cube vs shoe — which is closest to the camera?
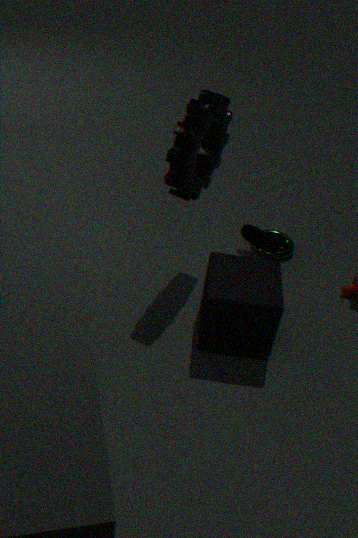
cube
